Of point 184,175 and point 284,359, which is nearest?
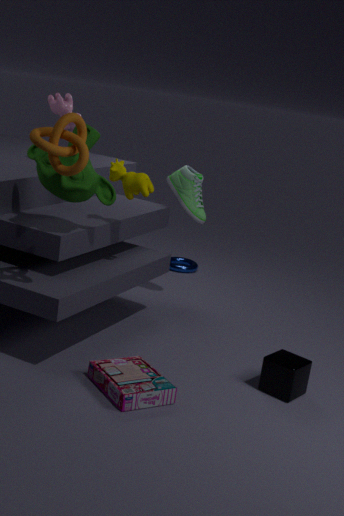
point 284,359
